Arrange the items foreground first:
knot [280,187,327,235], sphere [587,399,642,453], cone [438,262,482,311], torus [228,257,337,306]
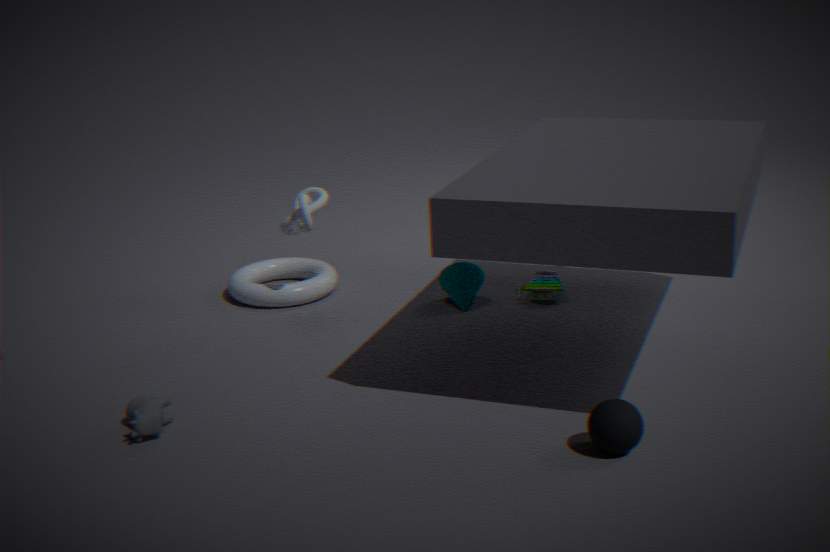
sphere [587,399,642,453] < knot [280,187,327,235] < cone [438,262,482,311] < torus [228,257,337,306]
